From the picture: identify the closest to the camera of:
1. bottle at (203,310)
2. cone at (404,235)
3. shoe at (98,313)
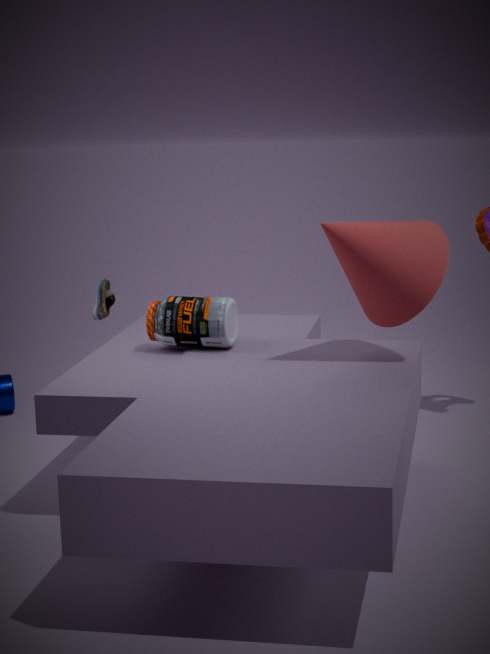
cone at (404,235)
